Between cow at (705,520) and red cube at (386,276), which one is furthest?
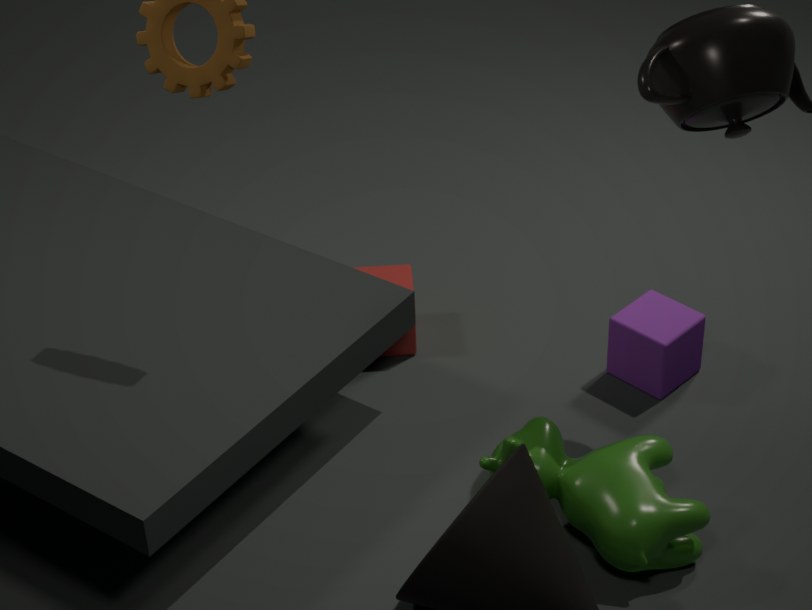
red cube at (386,276)
